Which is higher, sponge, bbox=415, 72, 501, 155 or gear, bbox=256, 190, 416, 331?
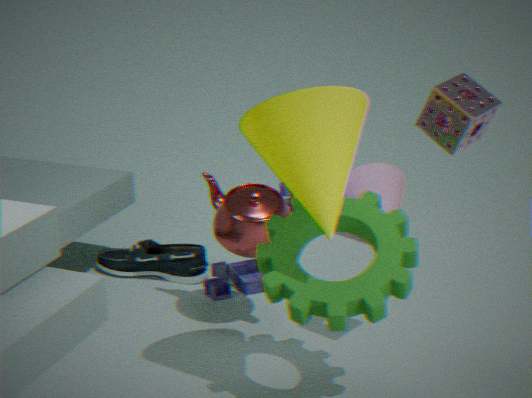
sponge, bbox=415, 72, 501, 155
